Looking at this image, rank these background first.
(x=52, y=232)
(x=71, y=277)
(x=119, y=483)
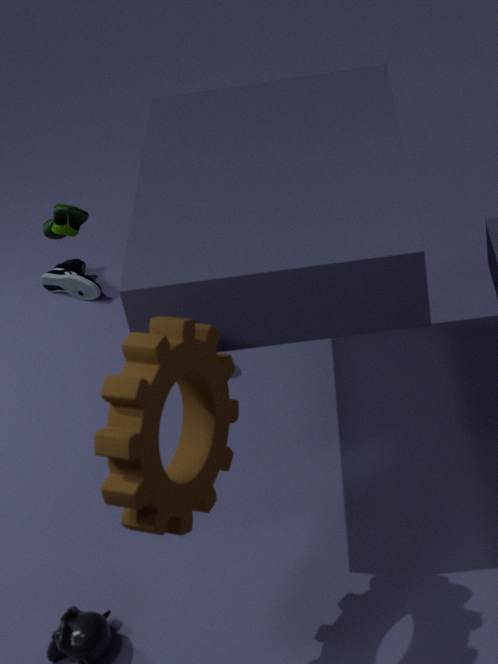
1. (x=71, y=277)
2. (x=52, y=232)
3. (x=119, y=483)
